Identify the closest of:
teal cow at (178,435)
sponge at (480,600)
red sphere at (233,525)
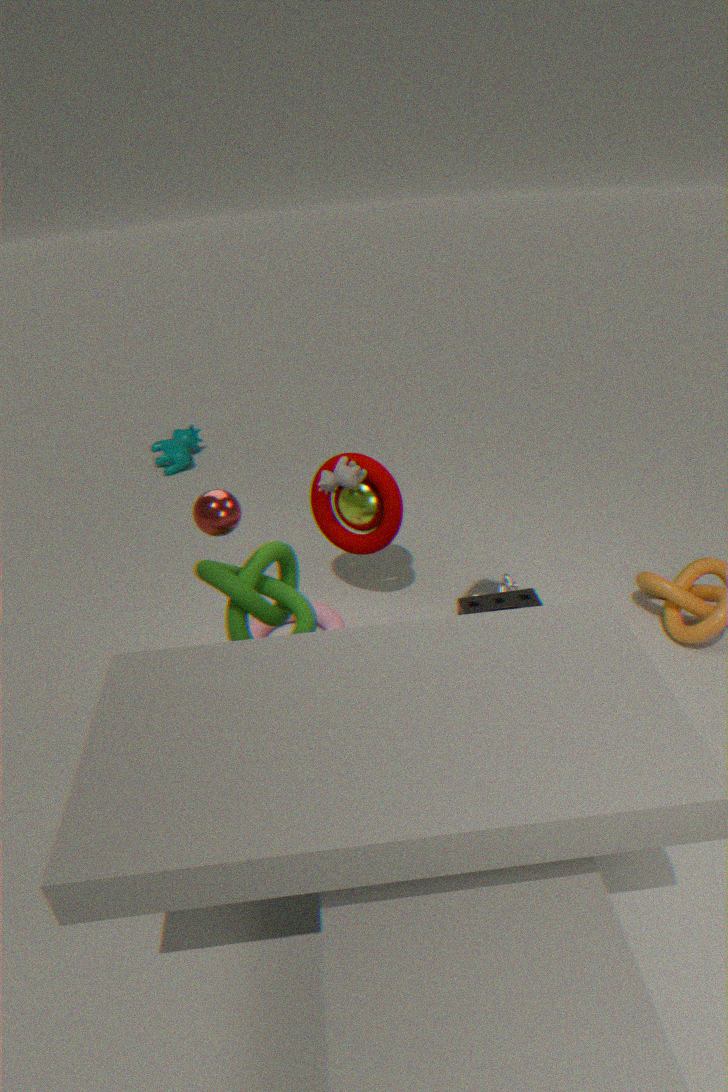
red sphere at (233,525)
